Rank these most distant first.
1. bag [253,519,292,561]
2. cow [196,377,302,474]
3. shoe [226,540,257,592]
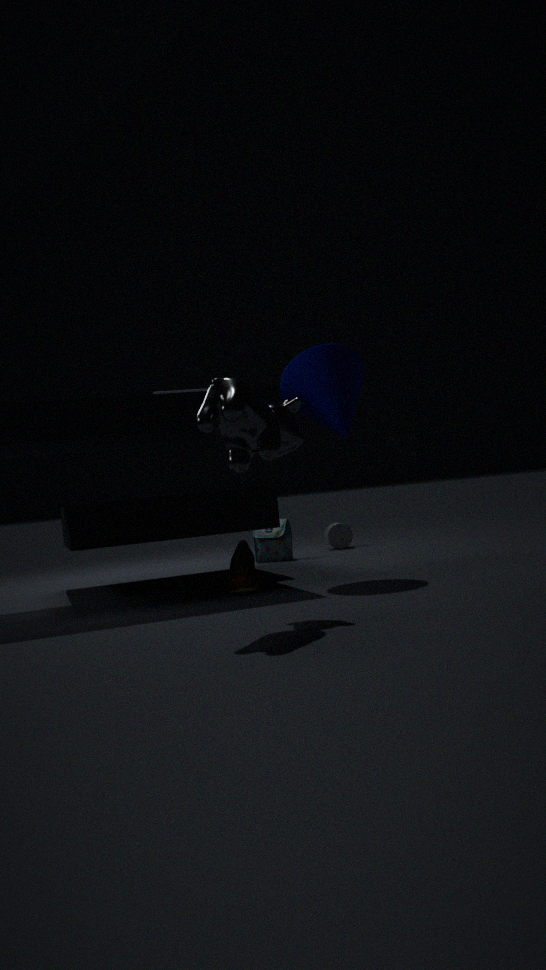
1. bag [253,519,292,561]
2. shoe [226,540,257,592]
3. cow [196,377,302,474]
